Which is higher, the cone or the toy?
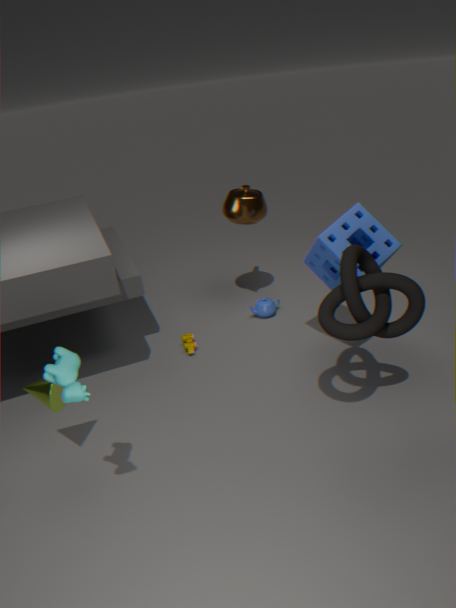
the cone
